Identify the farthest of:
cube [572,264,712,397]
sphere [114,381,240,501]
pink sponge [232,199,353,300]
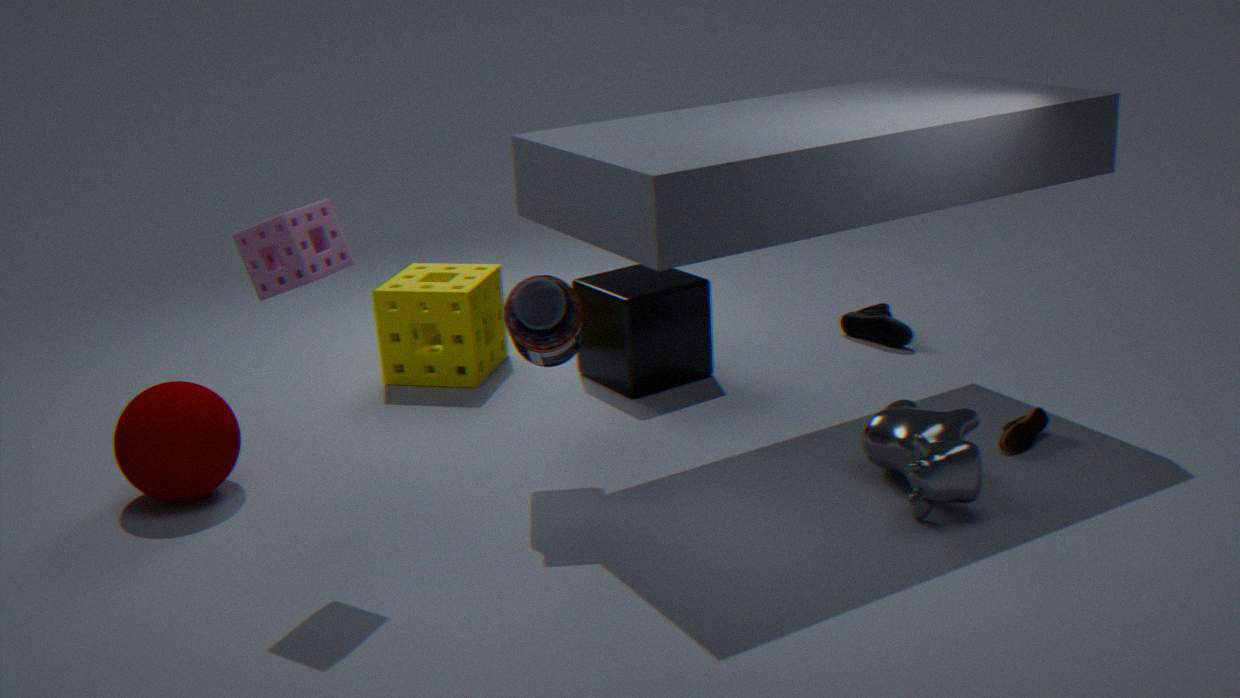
cube [572,264,712,397]
